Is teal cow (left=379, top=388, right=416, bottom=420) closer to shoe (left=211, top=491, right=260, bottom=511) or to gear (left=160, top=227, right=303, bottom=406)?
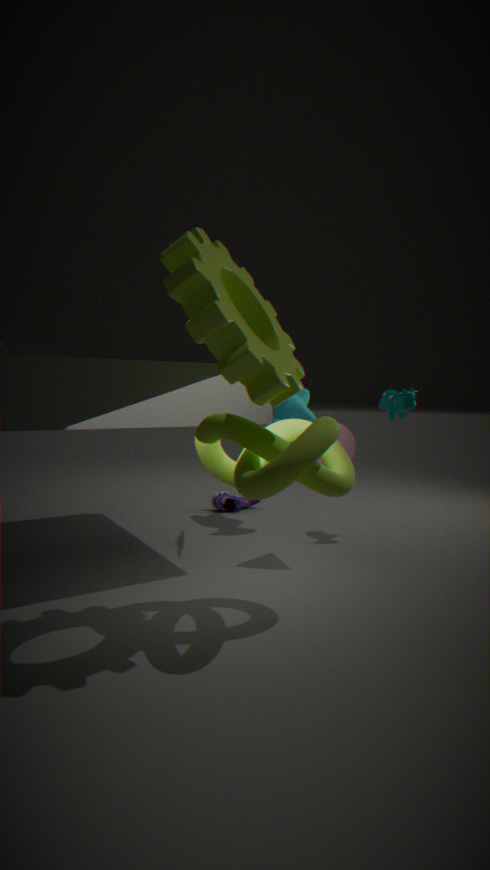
shoe (left=211, top=491, right=260, bottom=511)
